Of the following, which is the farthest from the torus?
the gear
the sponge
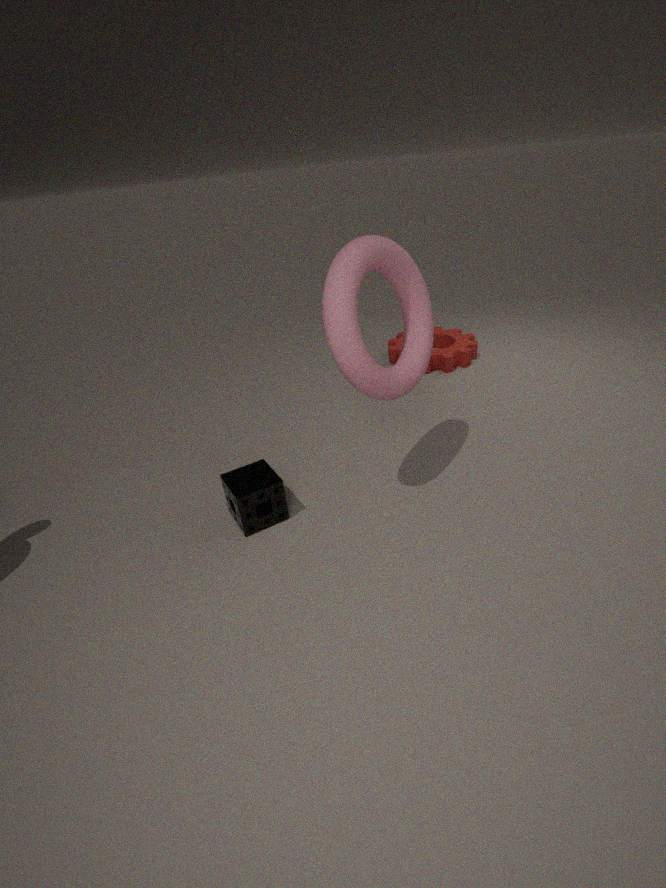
the gear
